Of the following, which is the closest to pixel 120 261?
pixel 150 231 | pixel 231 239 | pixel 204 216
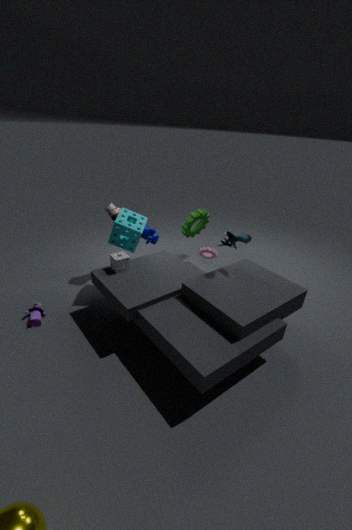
pixel 150 231
